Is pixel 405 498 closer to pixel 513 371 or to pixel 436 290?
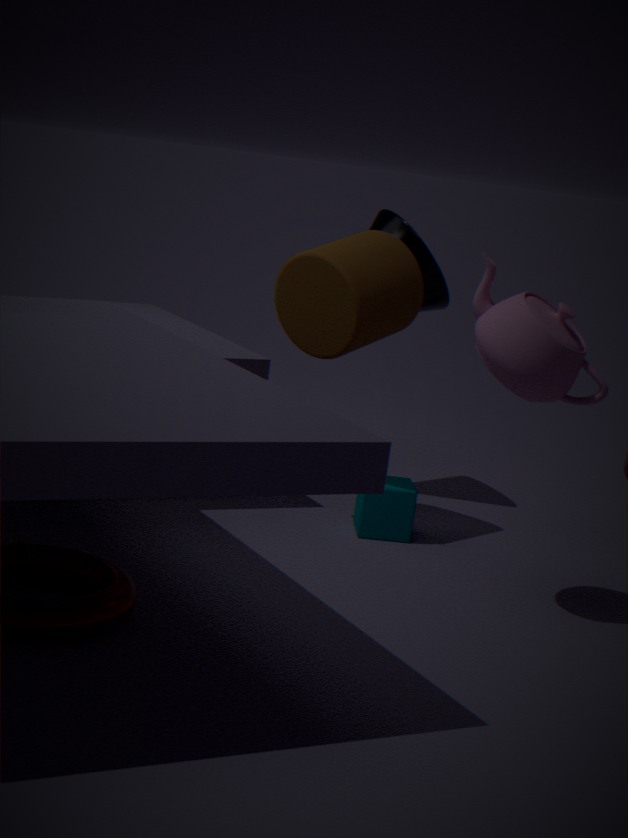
pixel 436 290
